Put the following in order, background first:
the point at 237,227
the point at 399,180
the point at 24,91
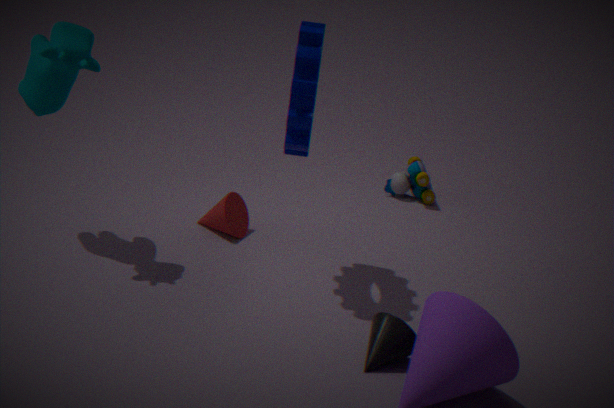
the point at 399,180, the point at 237,227, the point at 24,91
